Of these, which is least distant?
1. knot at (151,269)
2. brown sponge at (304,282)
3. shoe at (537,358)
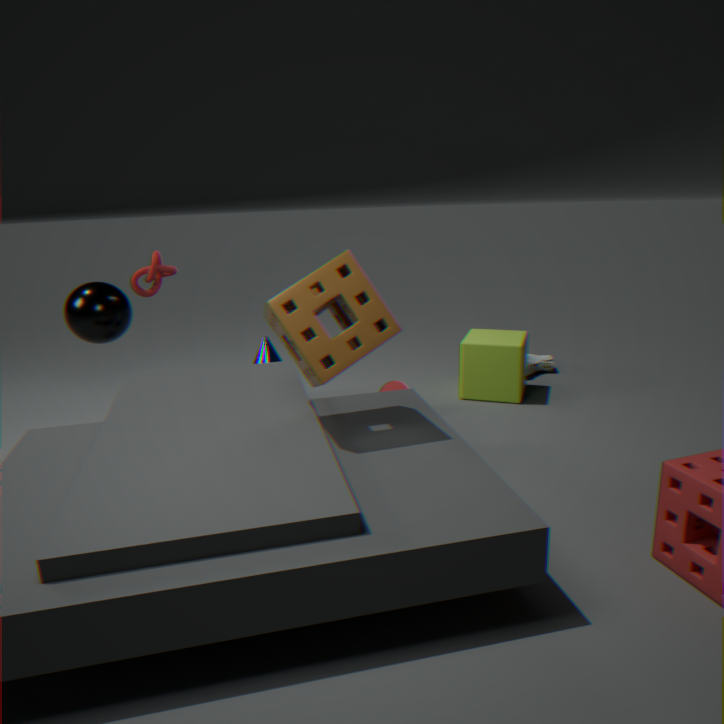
brown sponge at (304,282)
